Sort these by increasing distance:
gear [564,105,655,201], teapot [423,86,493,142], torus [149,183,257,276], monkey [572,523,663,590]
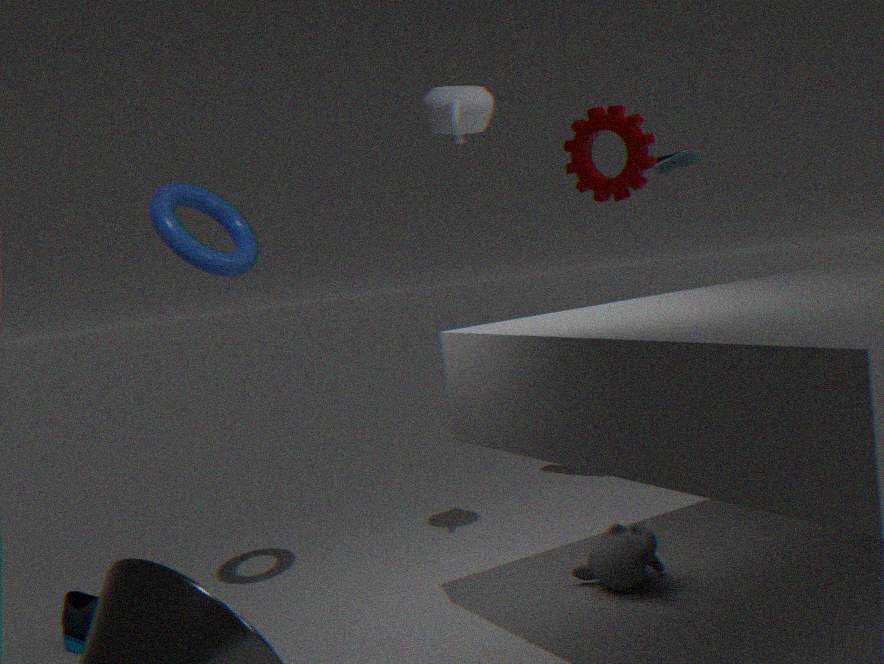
1. torus [149,183,257,276]
2. teapot [423,86,493,142]
3. monkey [572,523,663,590]
4. gear [564,105,655,201]
